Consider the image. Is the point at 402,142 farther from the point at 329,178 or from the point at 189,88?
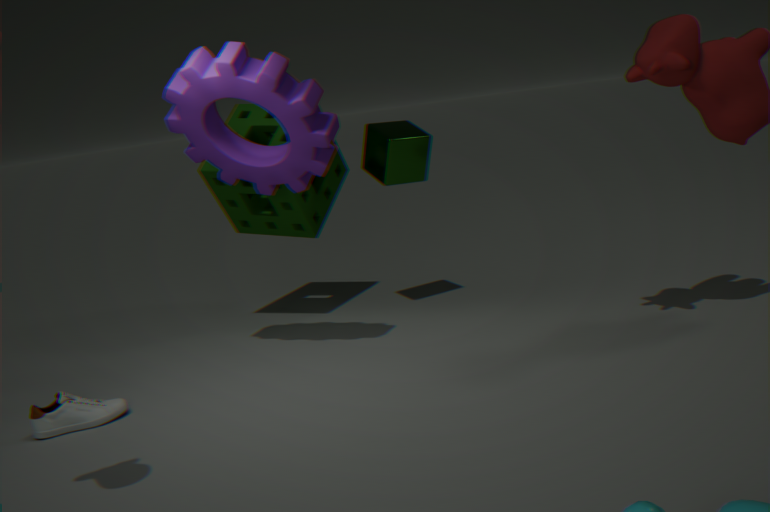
the point at 189,88
